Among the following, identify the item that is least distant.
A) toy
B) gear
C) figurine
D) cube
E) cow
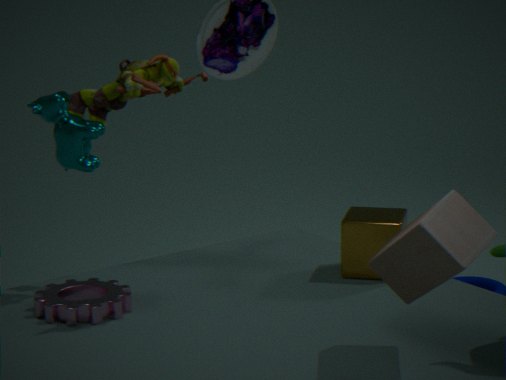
toy
